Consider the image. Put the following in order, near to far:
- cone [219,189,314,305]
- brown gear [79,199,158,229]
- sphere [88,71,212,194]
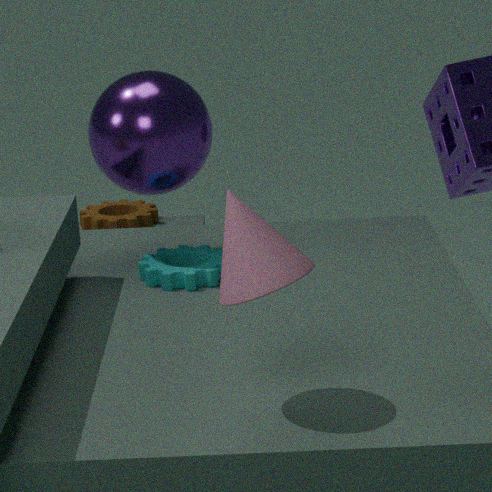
cone [219,189,314,305] < sphere [88,71,212,194] < brown gear [79,199,158,229]
